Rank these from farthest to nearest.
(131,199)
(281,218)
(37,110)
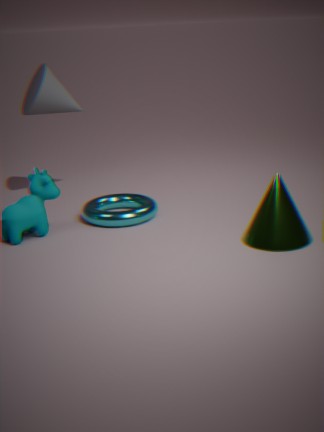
(37,110) < (131,199) < (281,218)
